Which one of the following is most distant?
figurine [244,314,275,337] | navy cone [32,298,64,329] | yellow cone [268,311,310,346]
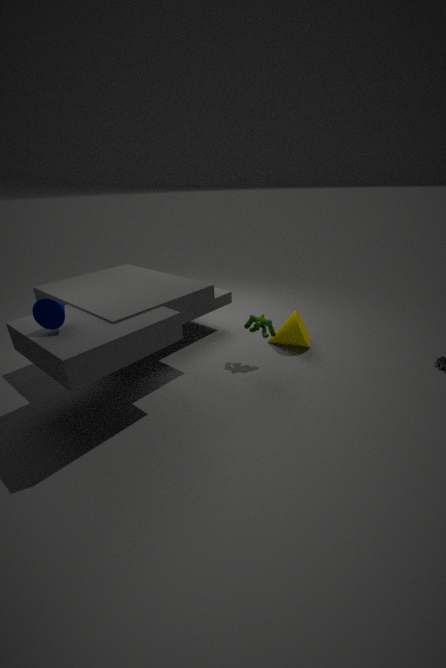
yellow cone [268,311,310,346]
